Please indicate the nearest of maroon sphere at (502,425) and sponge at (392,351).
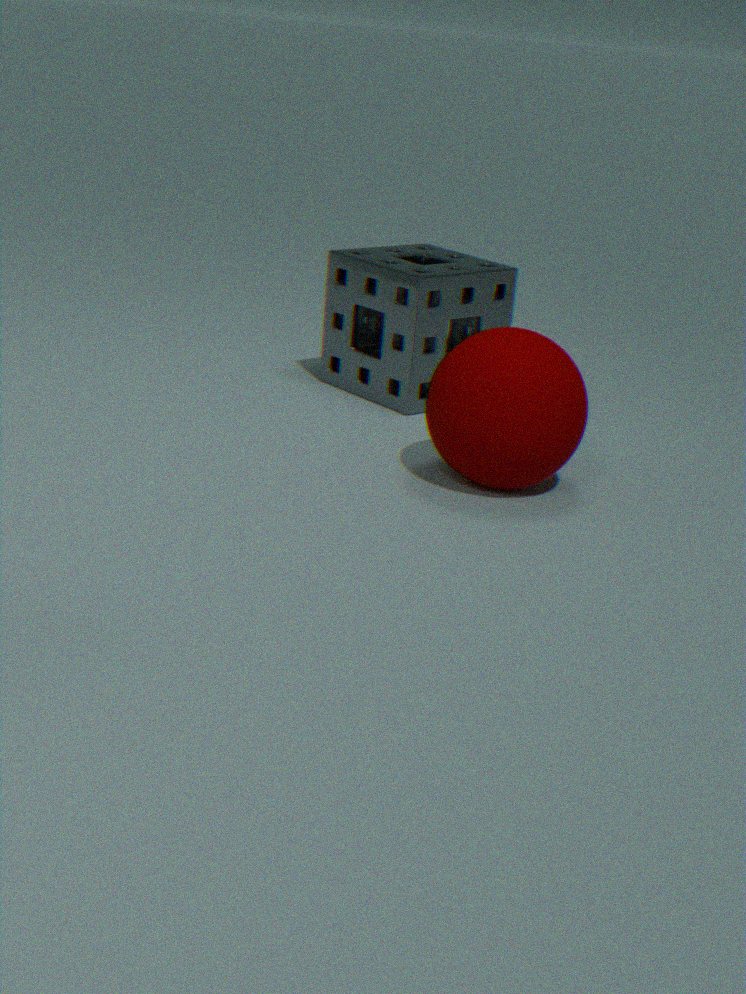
maroon sphere at (502,425)
